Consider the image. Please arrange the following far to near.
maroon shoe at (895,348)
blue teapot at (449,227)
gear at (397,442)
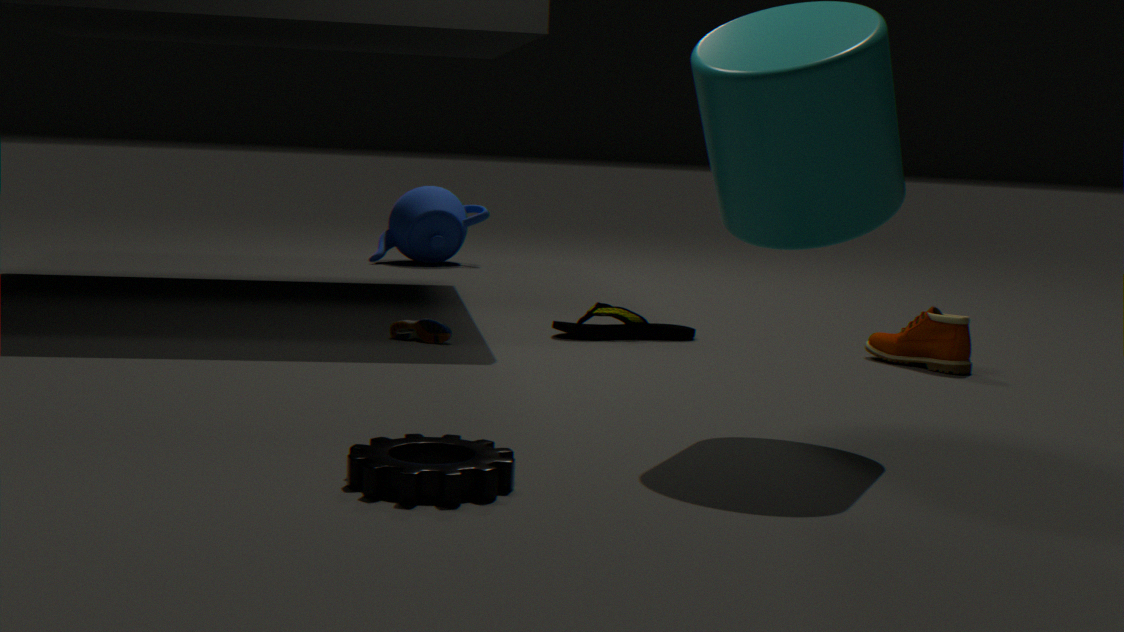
1. blue teapot at (449,227)
2. maroon shoe at (895,348)
3. gear at (397,442)
